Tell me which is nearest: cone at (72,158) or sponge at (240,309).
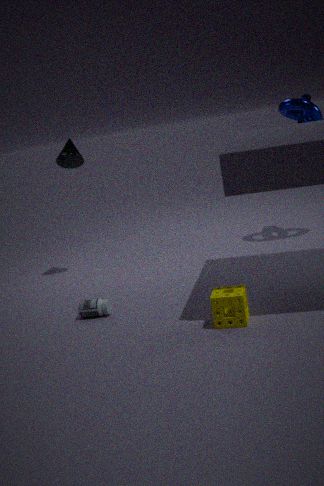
sponge at (240,309)
